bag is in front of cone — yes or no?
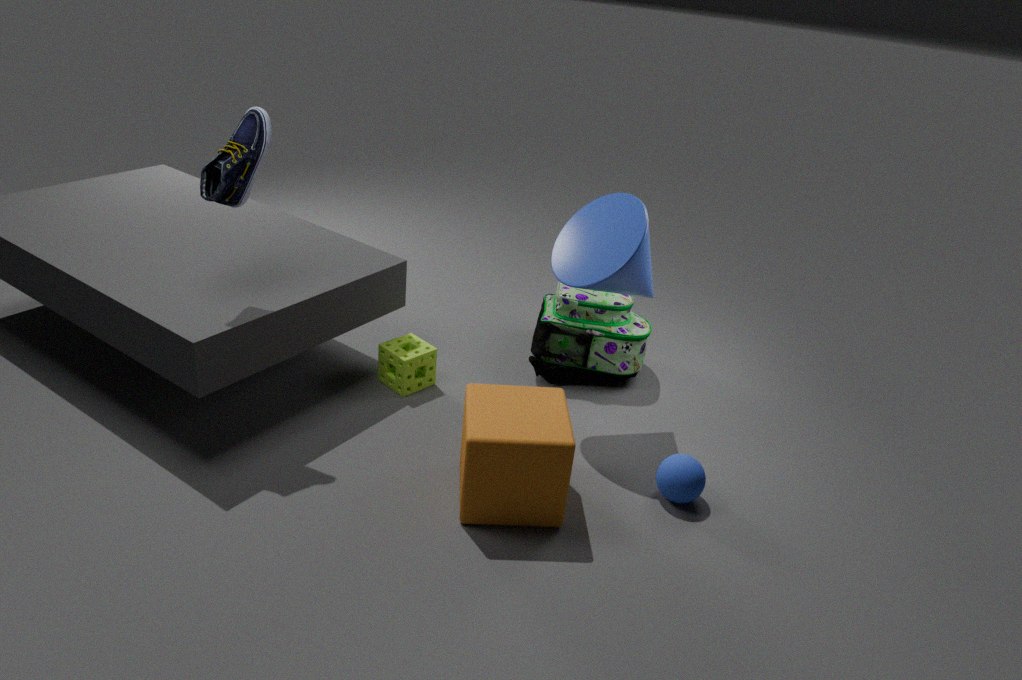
No
